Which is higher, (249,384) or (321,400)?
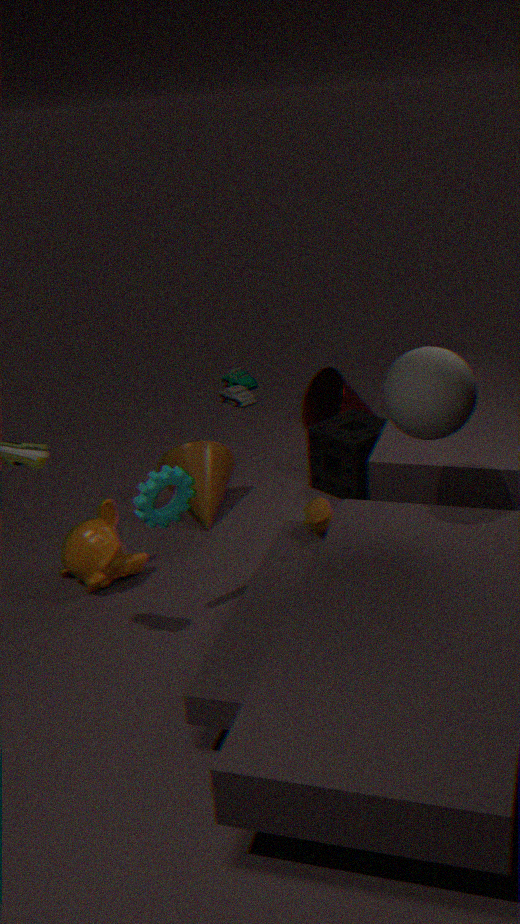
(321,400)
